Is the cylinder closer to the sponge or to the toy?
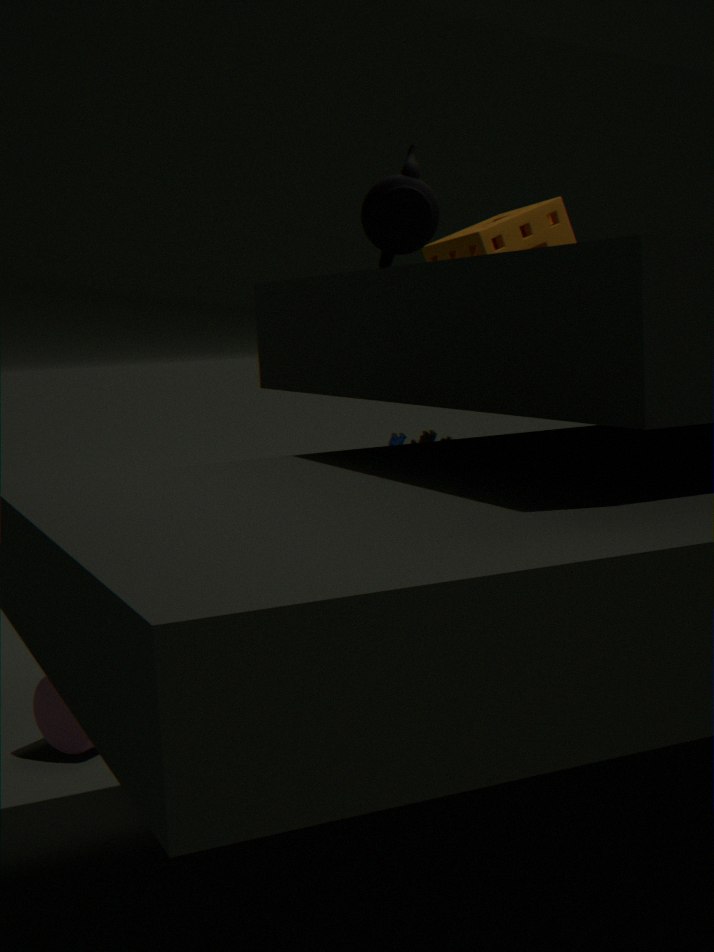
the toy
